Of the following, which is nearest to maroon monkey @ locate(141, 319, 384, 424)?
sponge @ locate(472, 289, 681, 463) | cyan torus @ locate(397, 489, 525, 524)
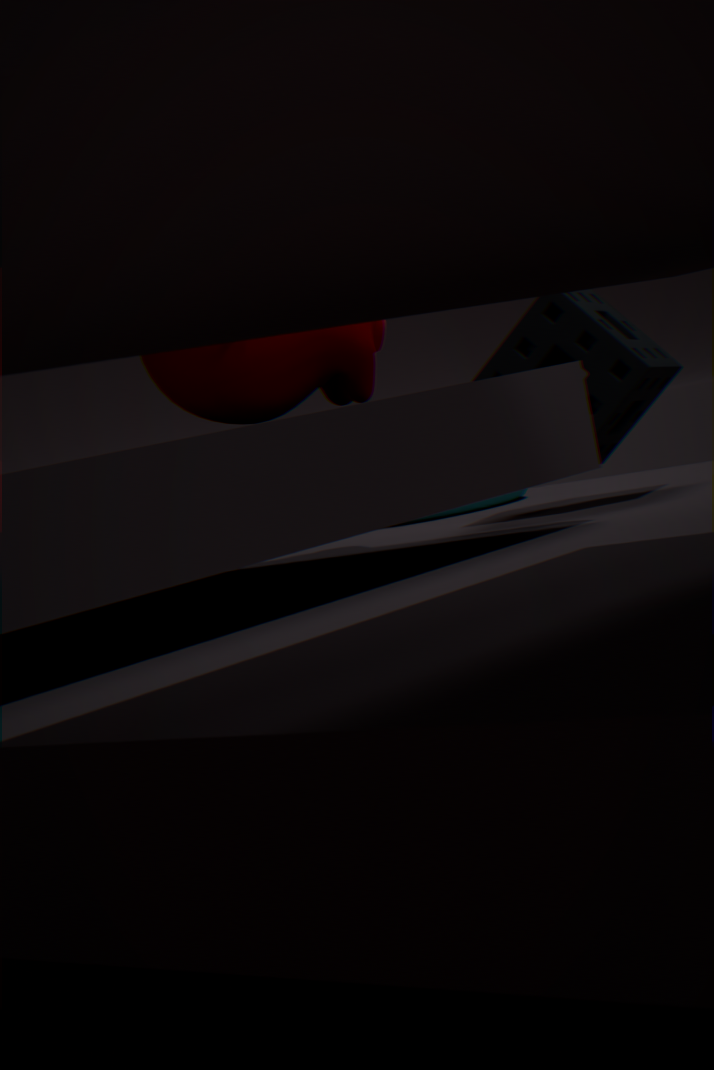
sponge @ locate(472, 289, 681, 463)
